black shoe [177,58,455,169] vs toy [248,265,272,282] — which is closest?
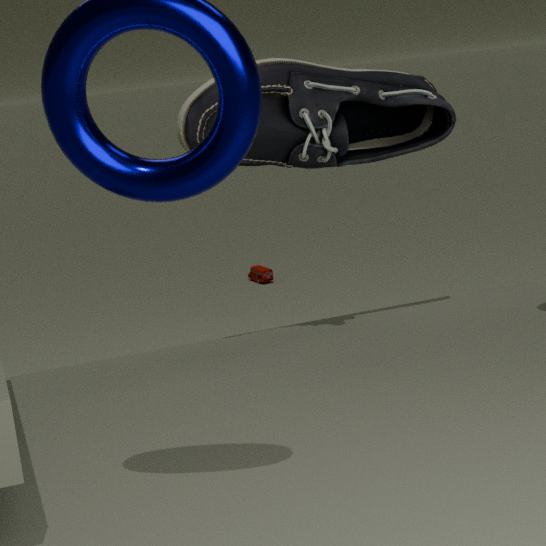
black shoe [177,58,455,169]
